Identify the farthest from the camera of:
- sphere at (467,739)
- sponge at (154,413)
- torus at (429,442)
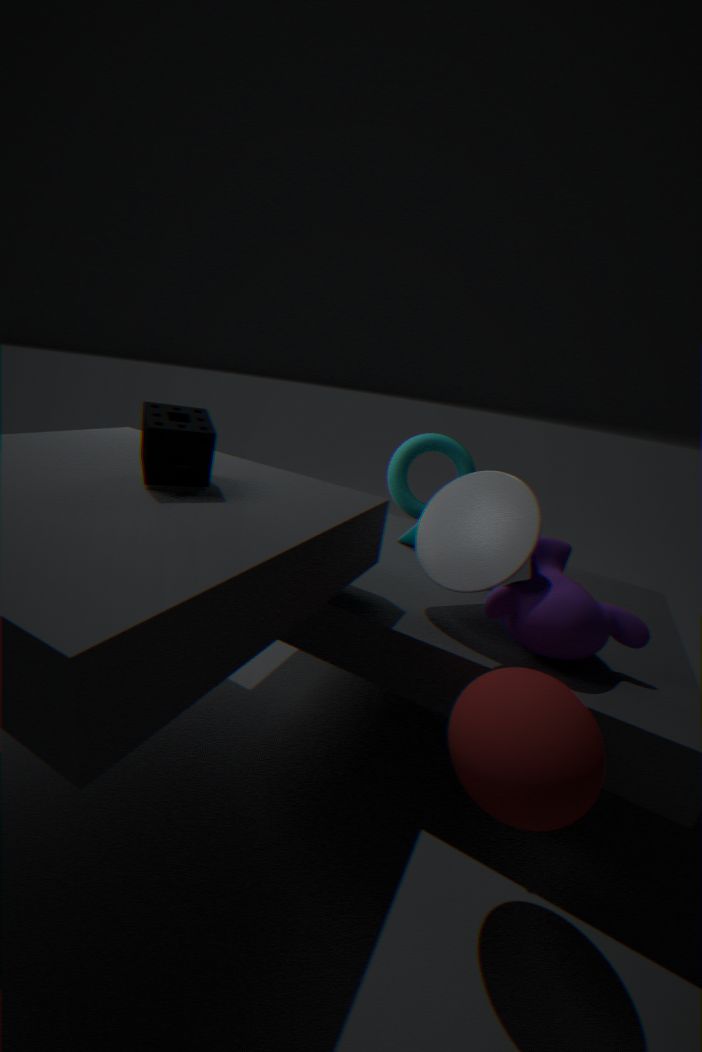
torus at (429,442)
